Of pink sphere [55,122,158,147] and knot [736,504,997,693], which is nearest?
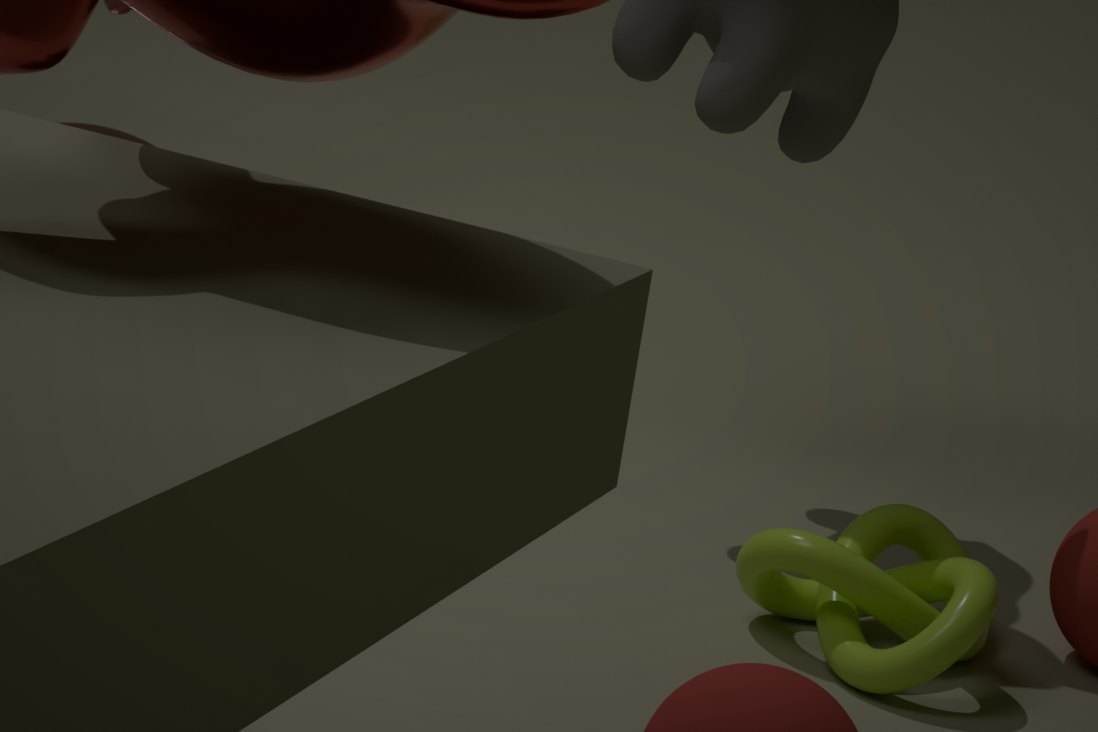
knot [736,504,997,693]
